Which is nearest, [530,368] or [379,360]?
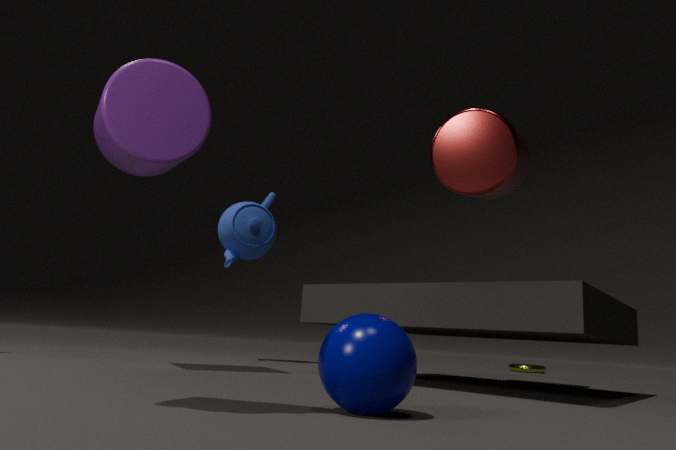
[379,360]
